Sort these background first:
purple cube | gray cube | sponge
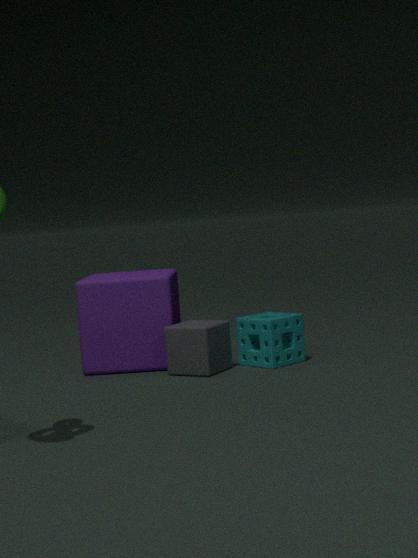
purple cube → sponge → gray cube
